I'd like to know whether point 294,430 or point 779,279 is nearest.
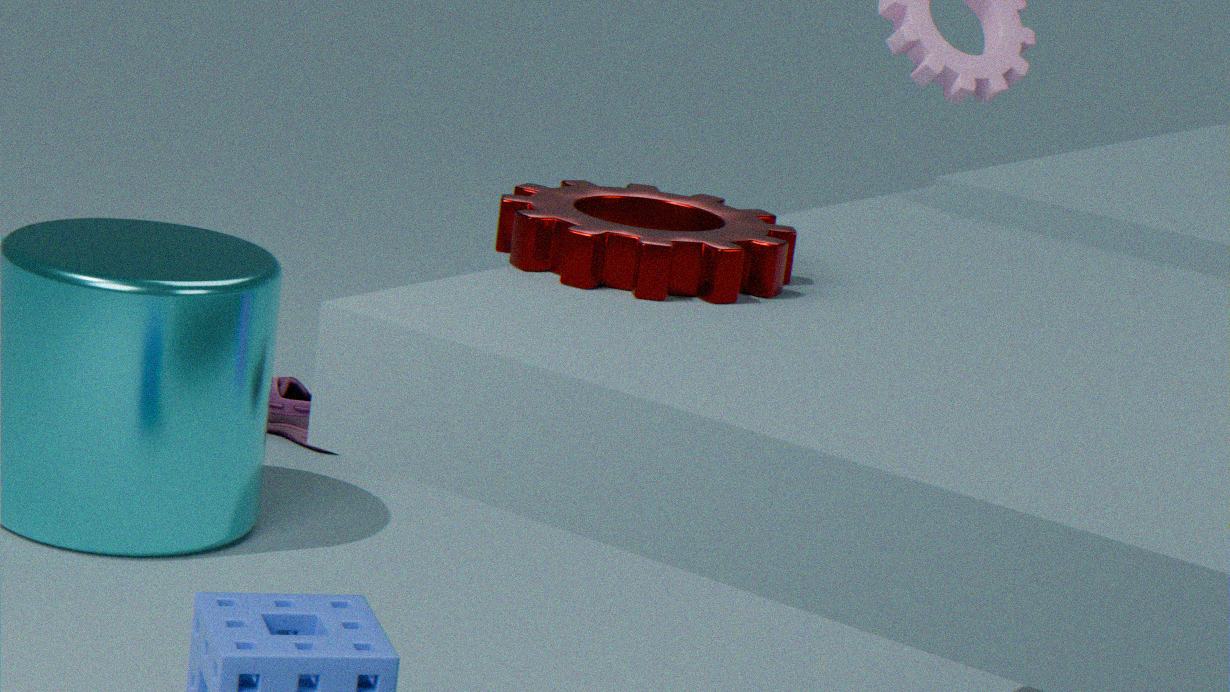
point 779,279
